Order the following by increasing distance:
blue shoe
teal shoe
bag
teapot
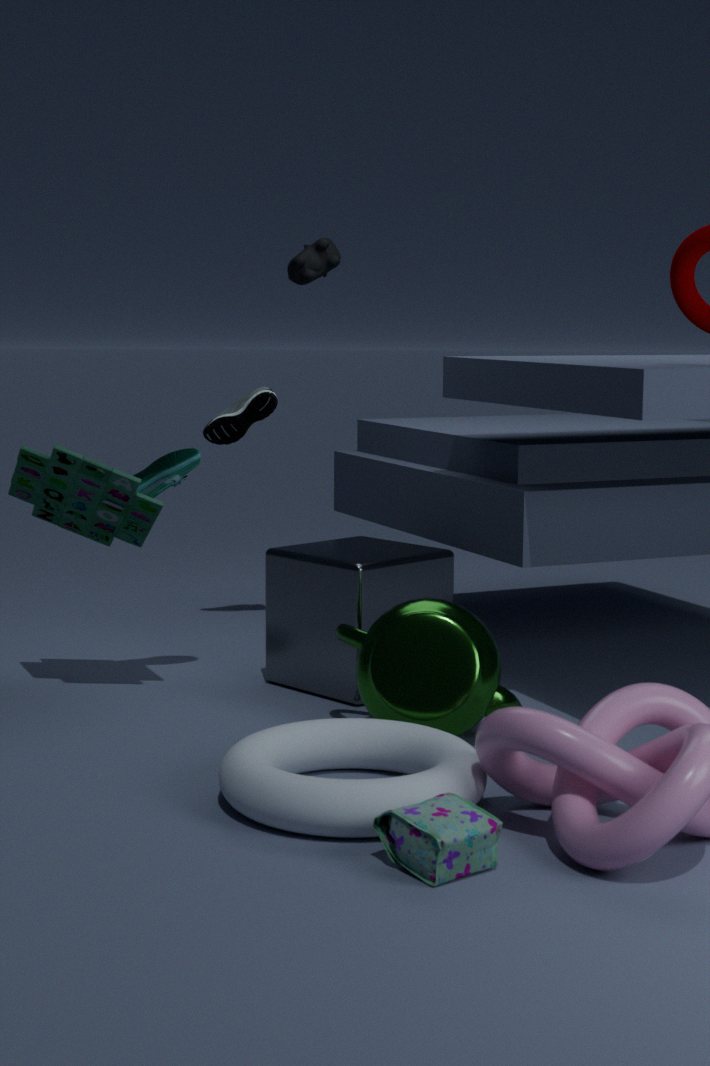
bag, teapot, teal shoe, blue shoe
